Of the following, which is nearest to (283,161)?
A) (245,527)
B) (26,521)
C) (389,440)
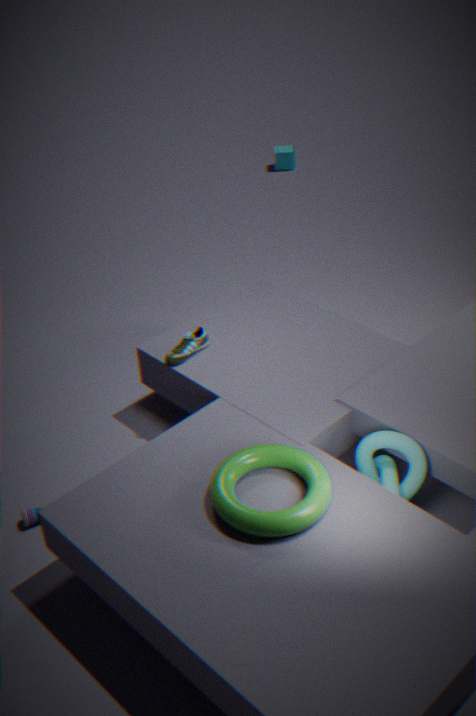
(389,440)
